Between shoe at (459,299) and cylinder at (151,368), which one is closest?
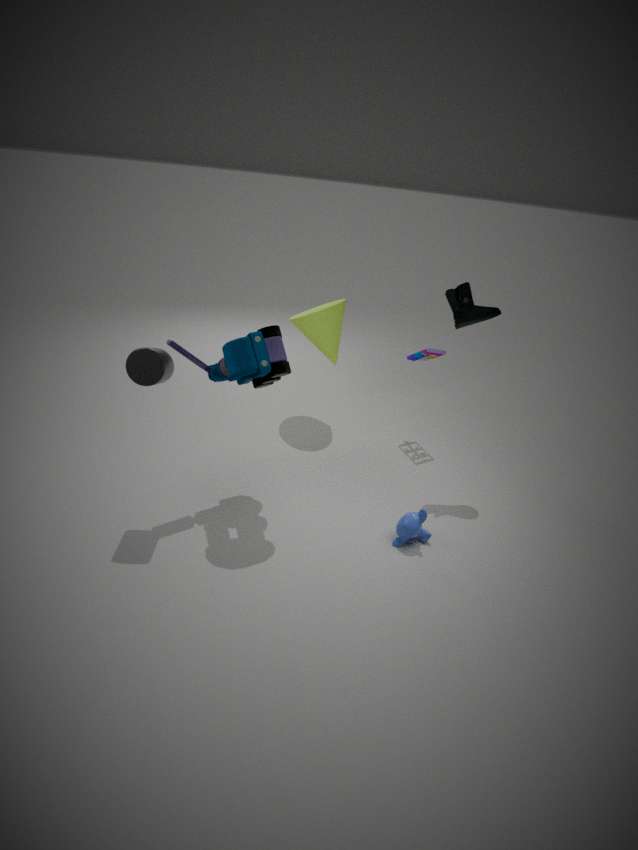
cylinder at (151,368)
